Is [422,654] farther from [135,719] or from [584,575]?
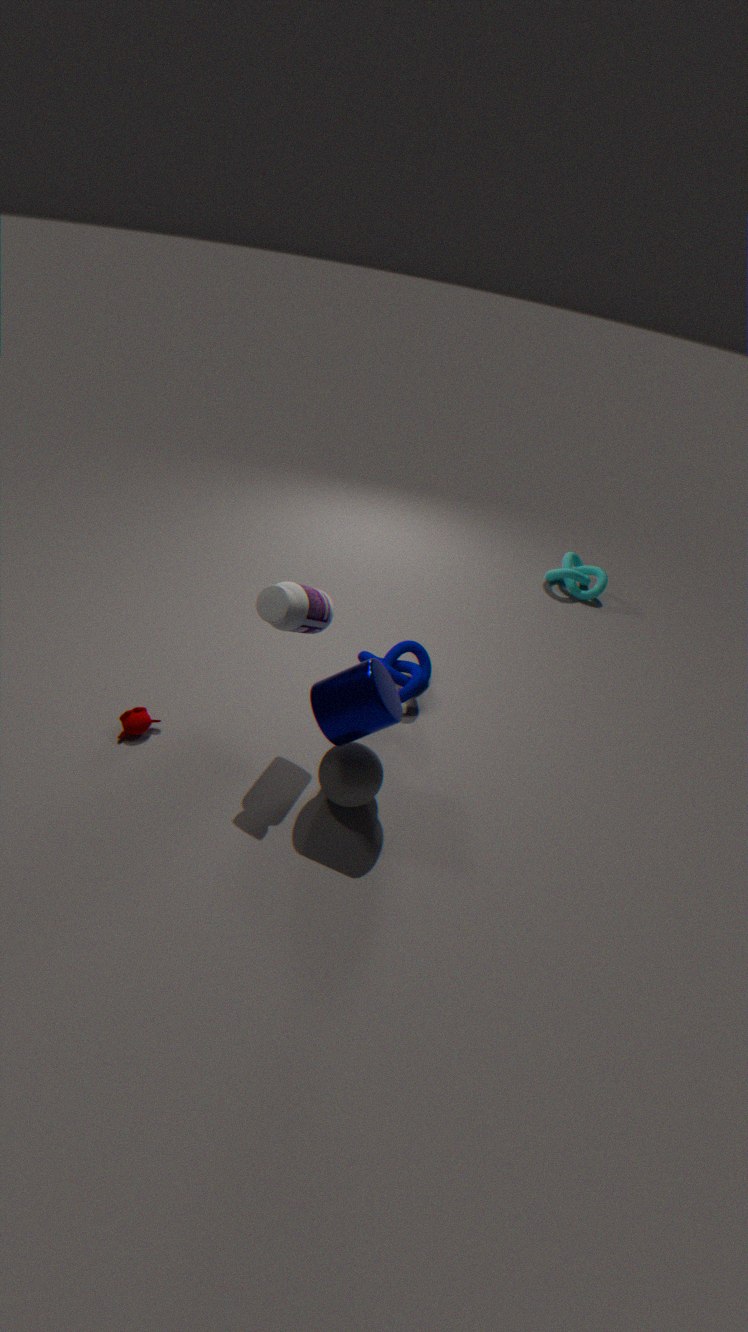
[584,575]
